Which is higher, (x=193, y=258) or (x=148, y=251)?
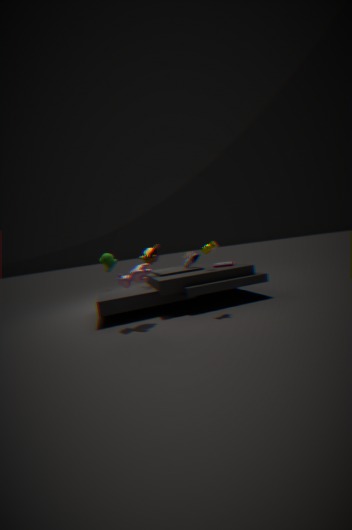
(x=148, y=251)
